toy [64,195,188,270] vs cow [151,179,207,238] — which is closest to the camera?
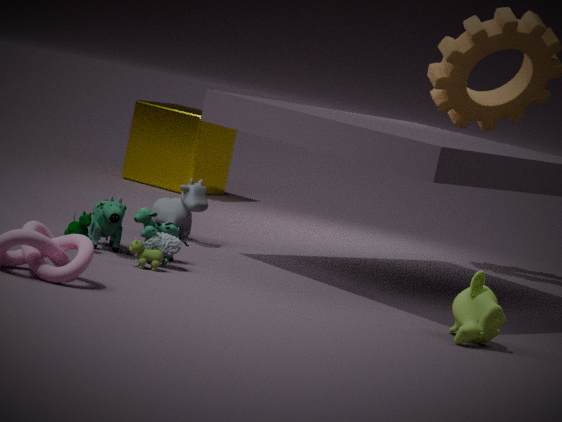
toy [64,195,188,270]
